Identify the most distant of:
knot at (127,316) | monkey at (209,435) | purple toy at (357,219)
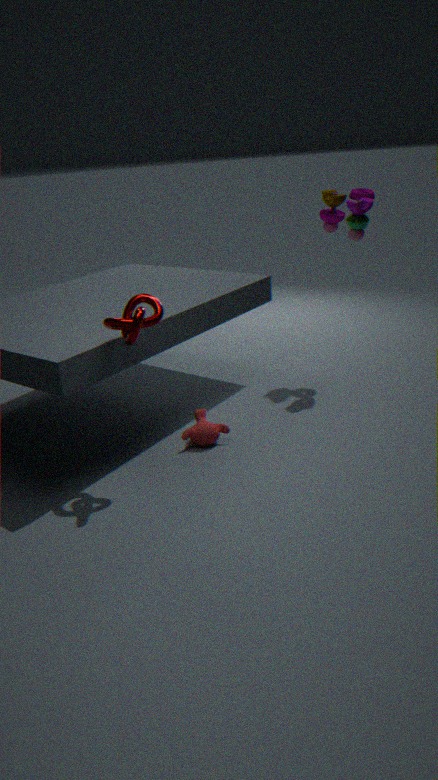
purple toy at (357,219)
